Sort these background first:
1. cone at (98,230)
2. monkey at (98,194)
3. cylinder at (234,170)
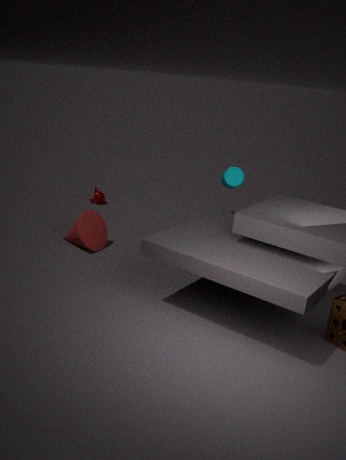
monkey at (98,194), cone at (98,230), cylinder at (234,170)
